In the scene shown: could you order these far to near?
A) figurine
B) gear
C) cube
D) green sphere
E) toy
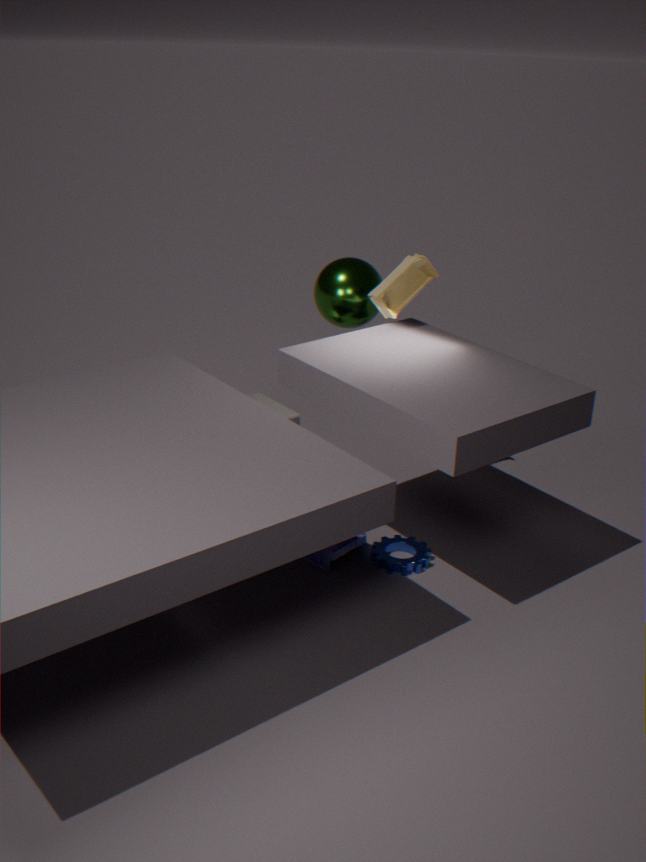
cube
green sphere
toy
gear
figurine
